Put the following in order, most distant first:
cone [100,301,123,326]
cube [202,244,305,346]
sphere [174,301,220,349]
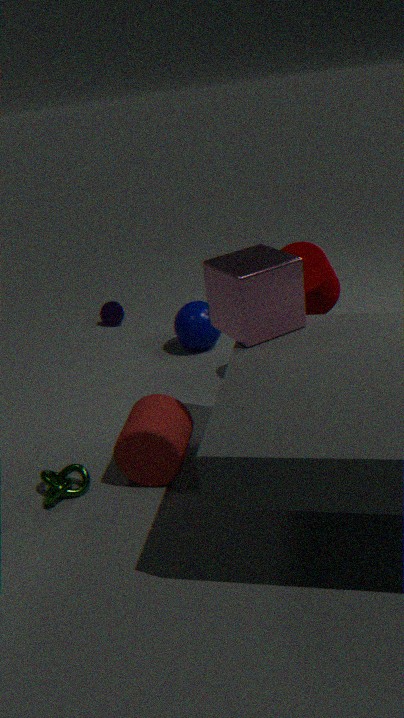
cone [100,301,123,326] < sphere [174,301,220,349] < cube [202,244,305,346]
